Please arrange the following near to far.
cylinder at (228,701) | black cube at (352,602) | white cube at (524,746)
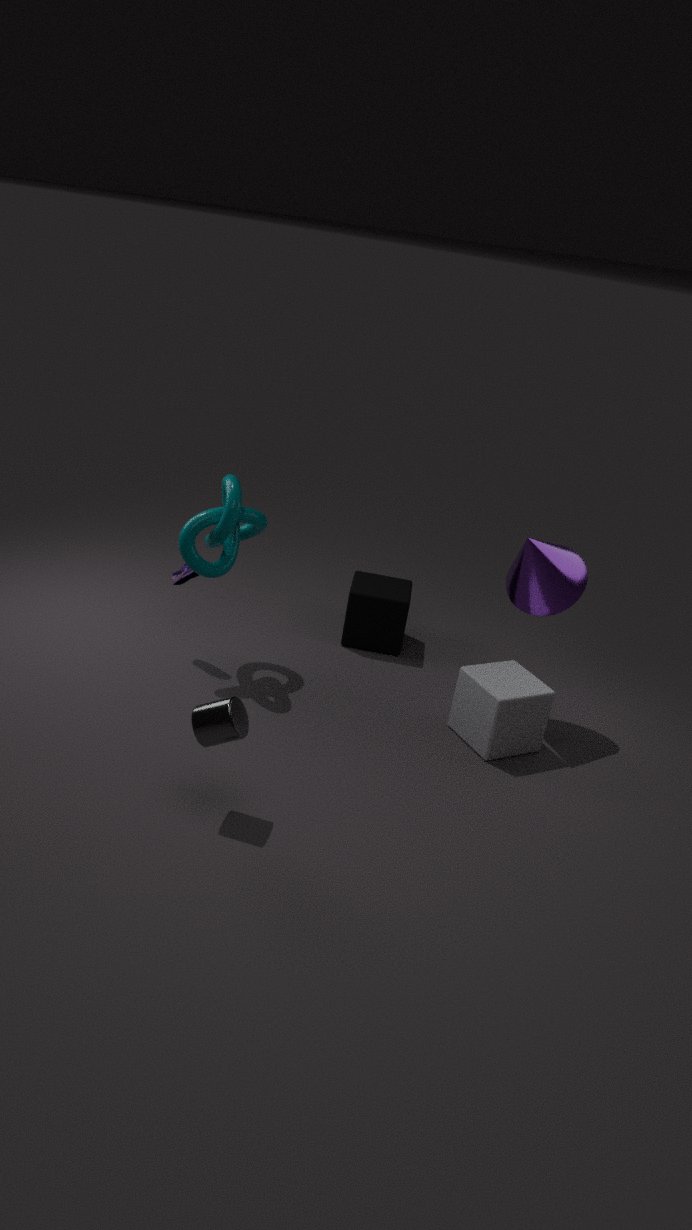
cylinder at (228,701) < white cube at (524,746) < black cube at (352,602)
